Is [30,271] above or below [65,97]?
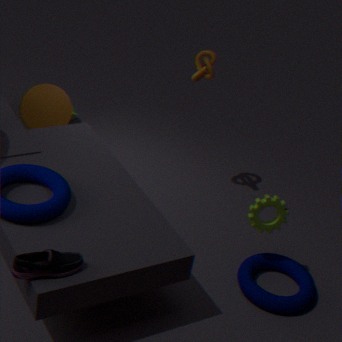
above
